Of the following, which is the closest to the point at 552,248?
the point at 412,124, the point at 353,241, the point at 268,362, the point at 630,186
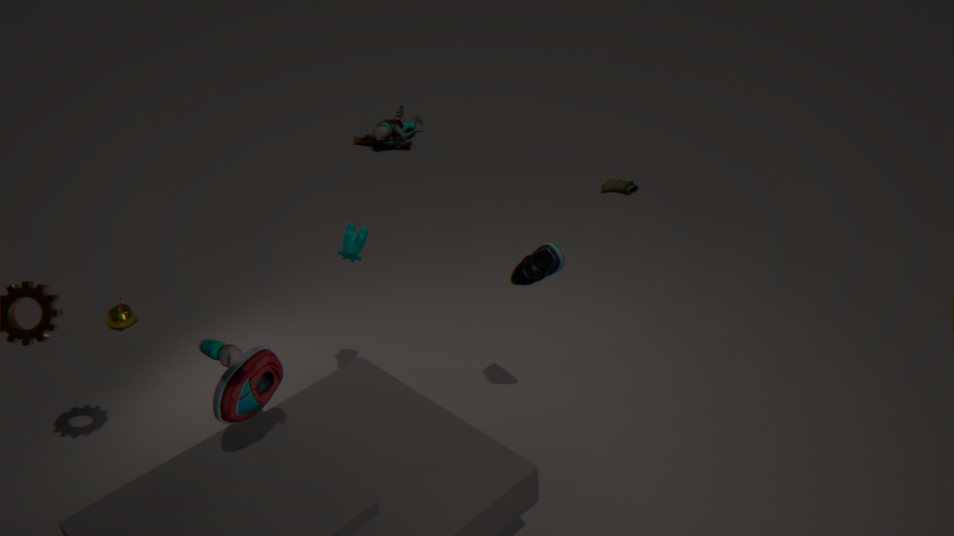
the point at 353,241
